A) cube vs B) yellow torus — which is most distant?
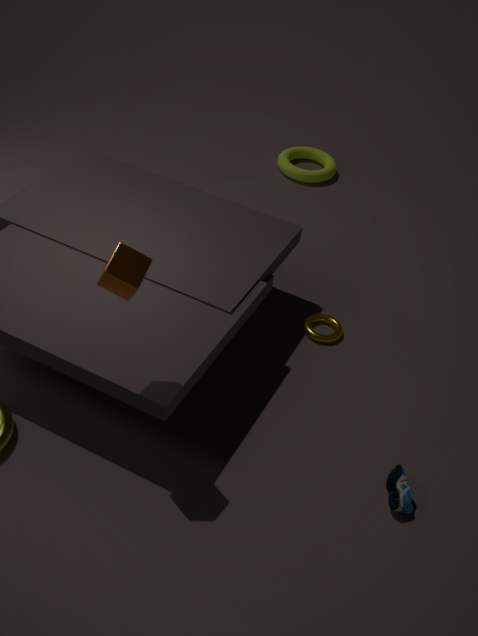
B. yellow torus
